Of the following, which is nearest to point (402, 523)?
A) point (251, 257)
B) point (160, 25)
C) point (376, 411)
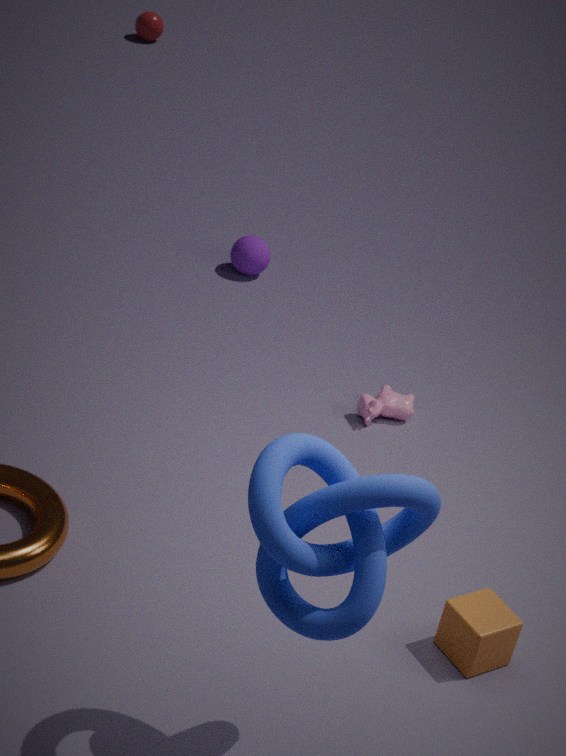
point (376, 411)
